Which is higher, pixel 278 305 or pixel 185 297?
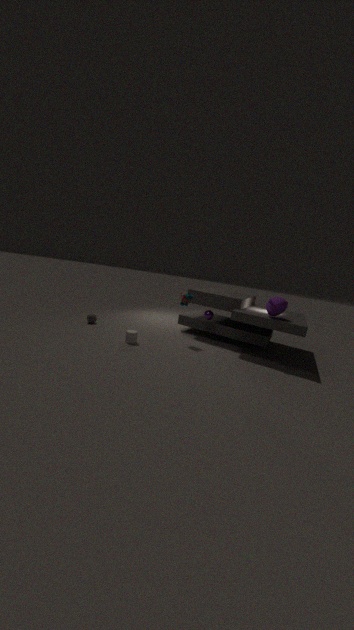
pixel 278 305
